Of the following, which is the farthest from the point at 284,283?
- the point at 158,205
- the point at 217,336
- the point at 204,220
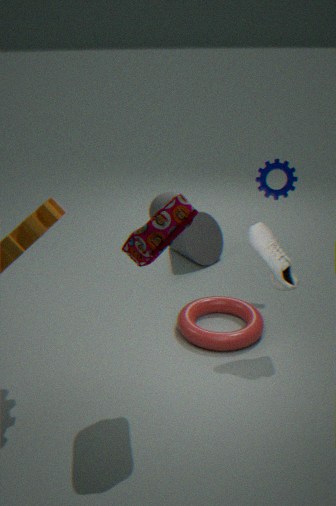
the point at 158,205
